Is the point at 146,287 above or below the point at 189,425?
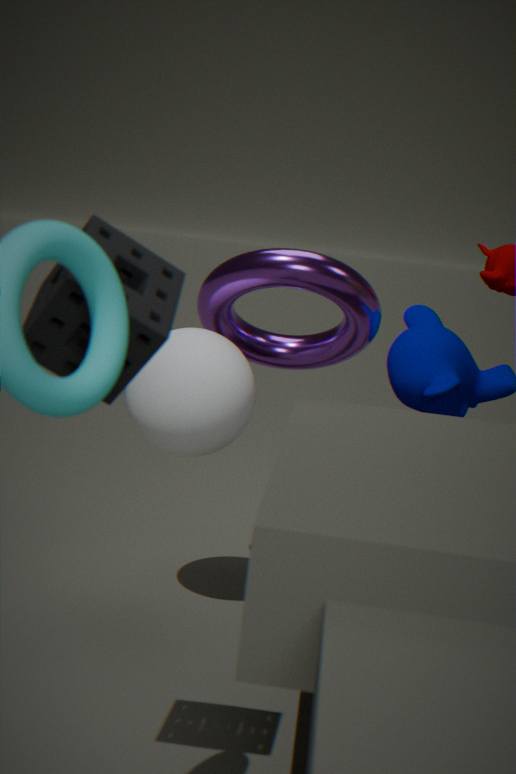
above
